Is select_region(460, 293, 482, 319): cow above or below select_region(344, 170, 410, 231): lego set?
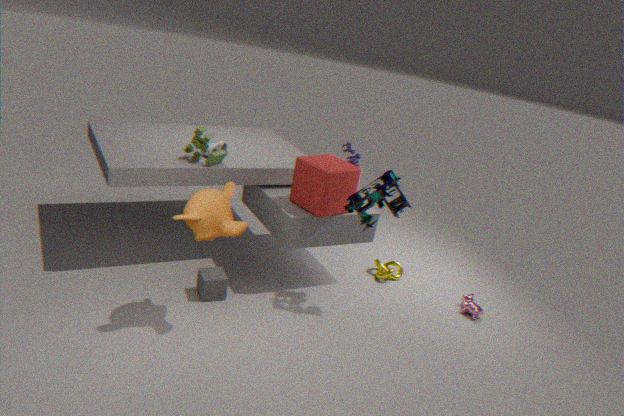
below
